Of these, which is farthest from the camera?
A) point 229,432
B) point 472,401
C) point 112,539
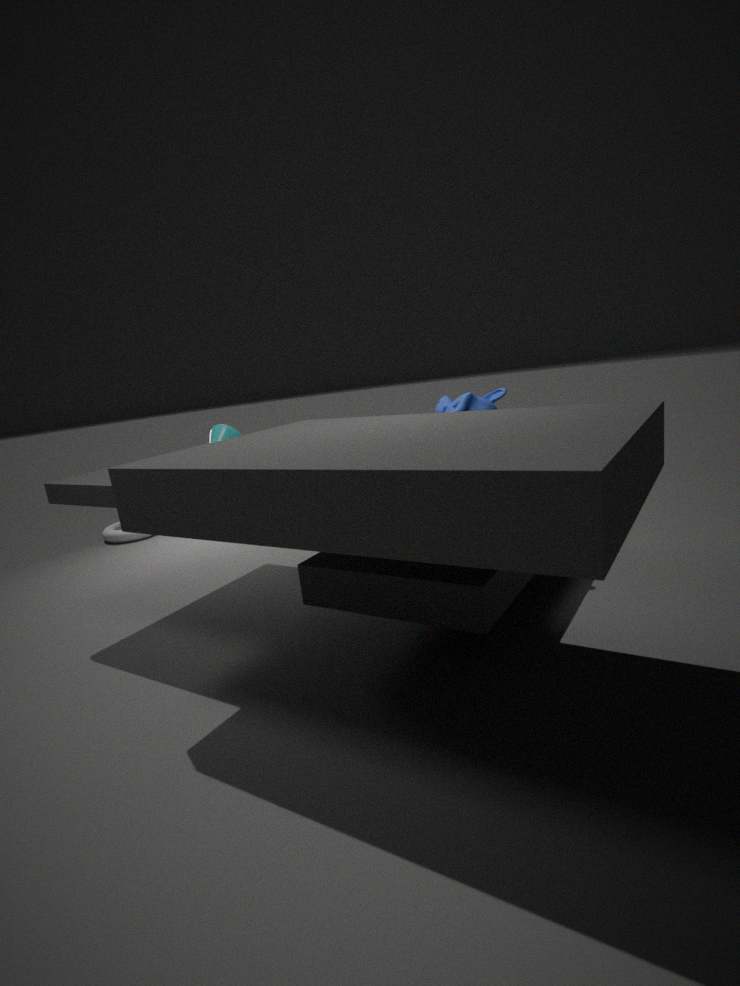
point 112,539
